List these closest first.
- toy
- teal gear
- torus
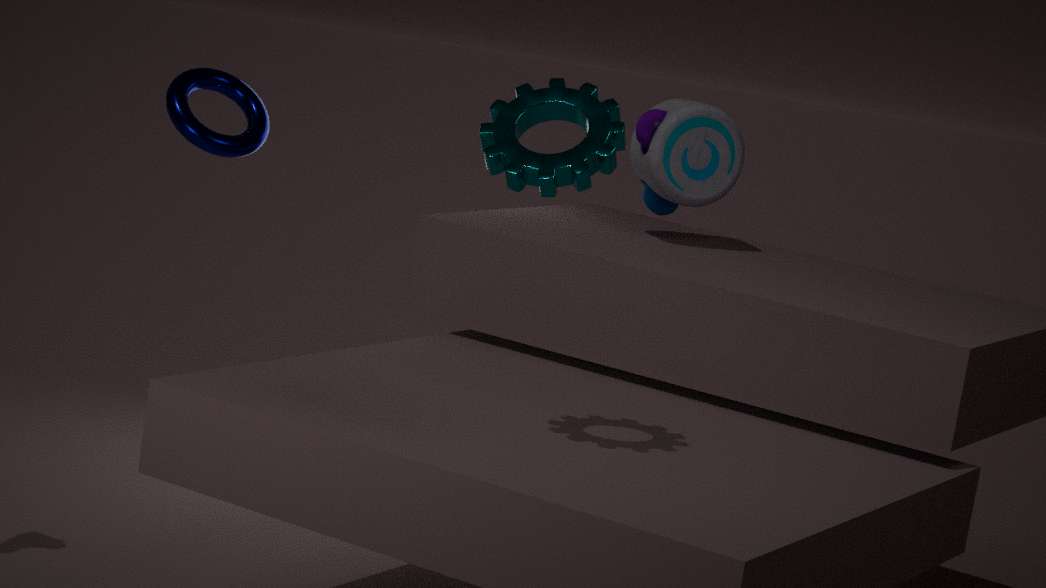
1. teal gear
2. toy
3. torus
